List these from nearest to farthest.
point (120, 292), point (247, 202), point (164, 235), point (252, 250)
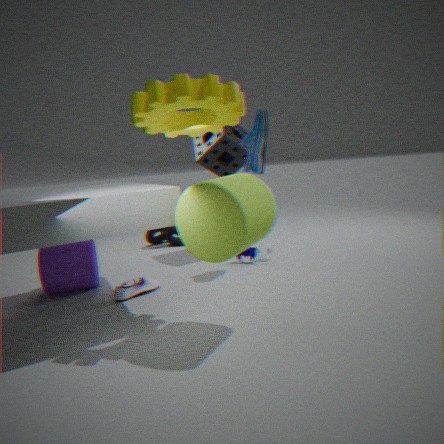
1. point (247, 202)
2. point (120, 292)
3. point (252, 250)
4. point (164, 235)
